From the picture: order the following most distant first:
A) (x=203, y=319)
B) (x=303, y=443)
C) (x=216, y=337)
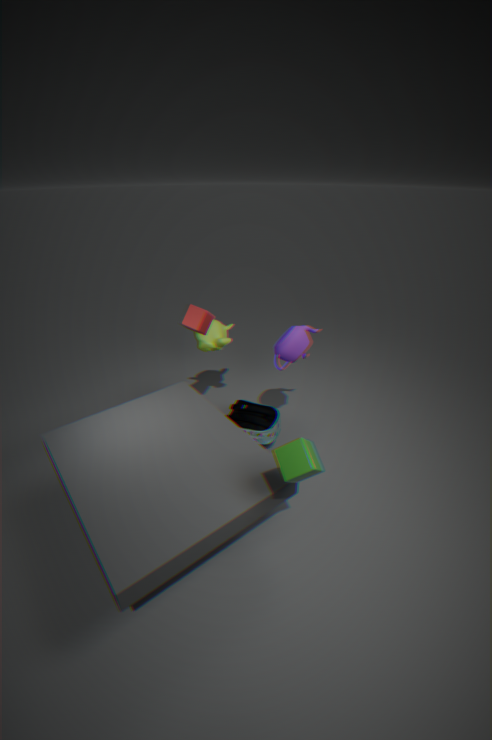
(x=216, y=337) → (x=203, y=319) → (x=303, y=443)
